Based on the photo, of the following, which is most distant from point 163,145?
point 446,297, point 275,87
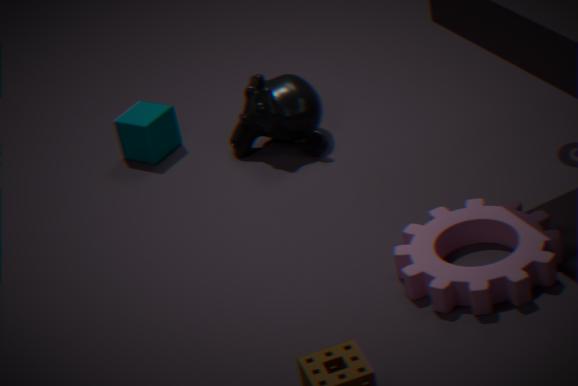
point 446,297
